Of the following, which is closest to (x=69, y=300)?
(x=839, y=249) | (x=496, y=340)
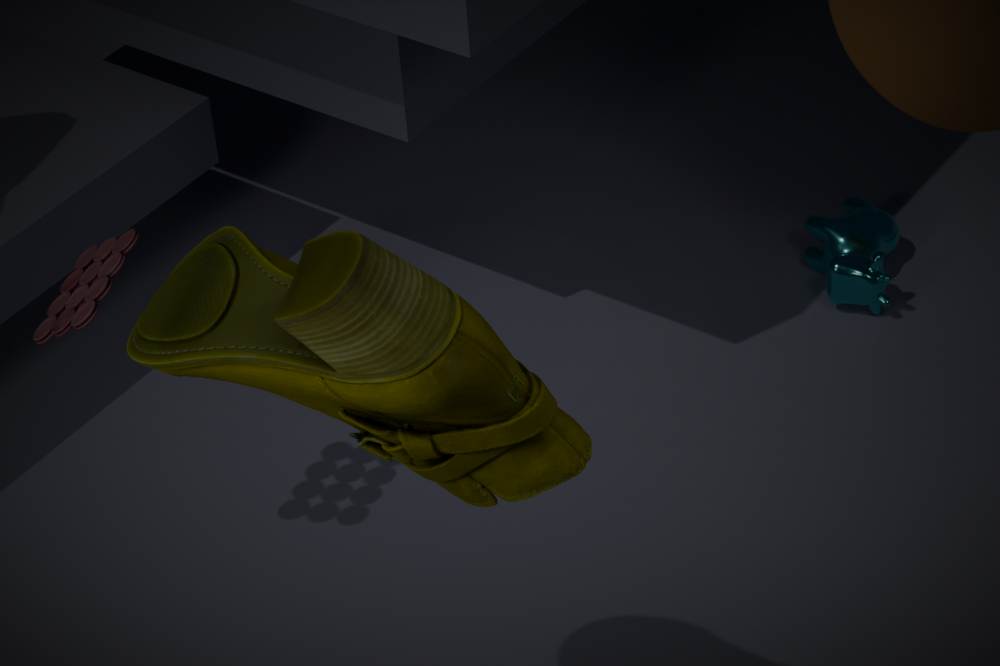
(x=496, y=340)
